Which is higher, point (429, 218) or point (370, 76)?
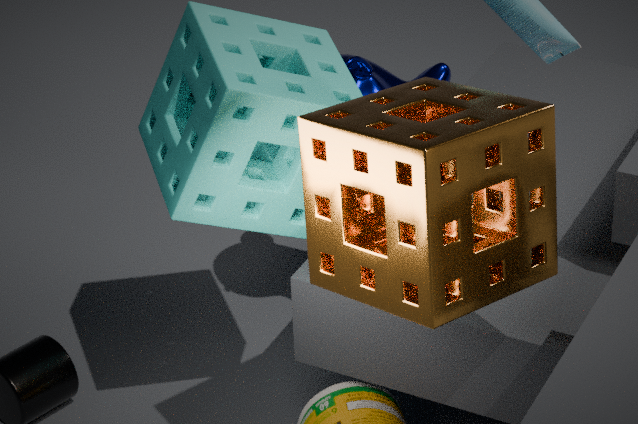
point (429, 218)
